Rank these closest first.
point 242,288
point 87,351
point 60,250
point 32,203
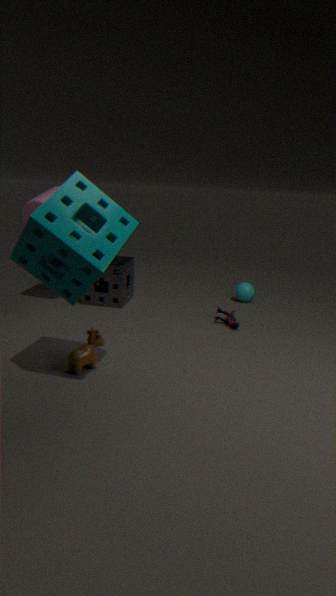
1. point 60,250
2. point 87,351
3. point 32,203
4. point 242,288
